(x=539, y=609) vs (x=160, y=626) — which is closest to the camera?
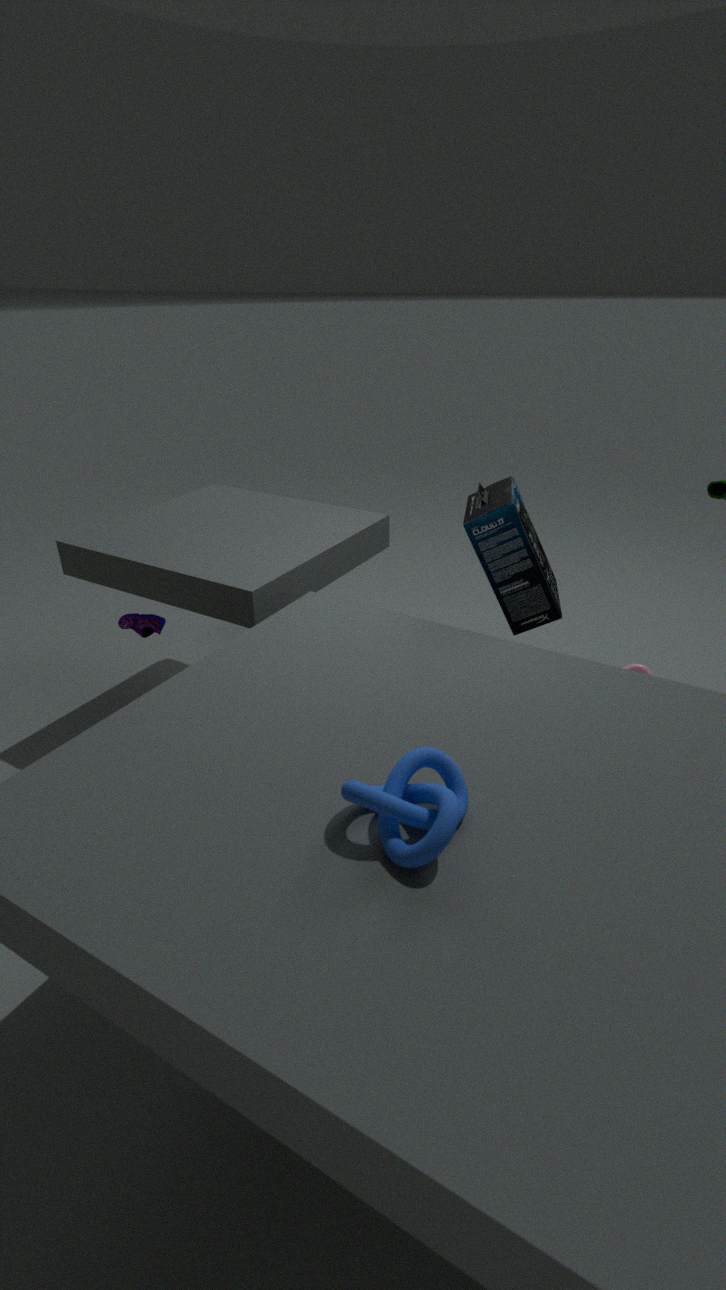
(x=539, y=609)
